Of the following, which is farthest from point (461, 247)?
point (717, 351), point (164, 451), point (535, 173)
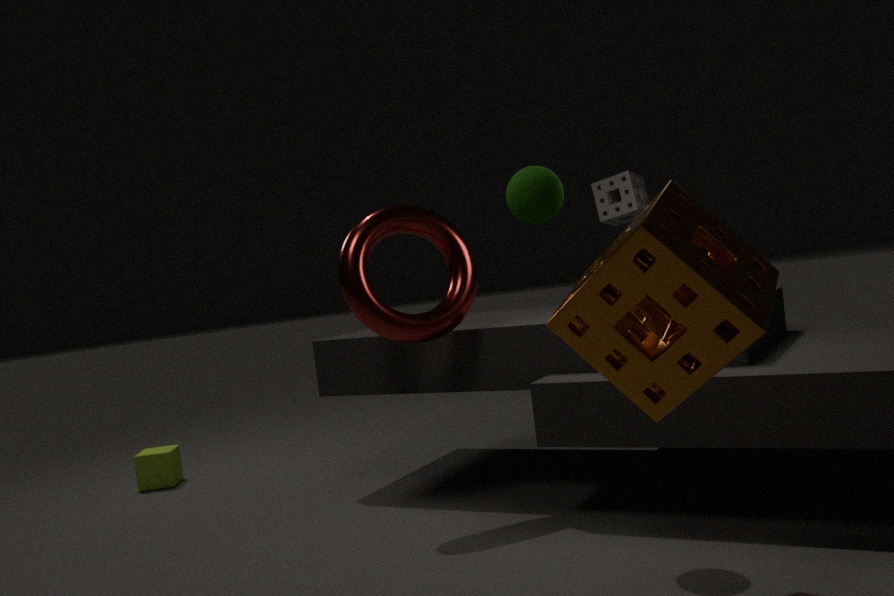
point (164, 451)
